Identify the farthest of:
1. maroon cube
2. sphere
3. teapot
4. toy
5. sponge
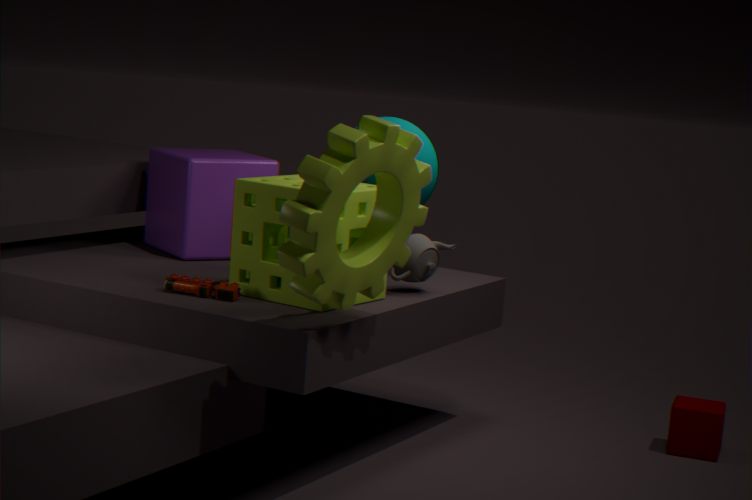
maroon cube
